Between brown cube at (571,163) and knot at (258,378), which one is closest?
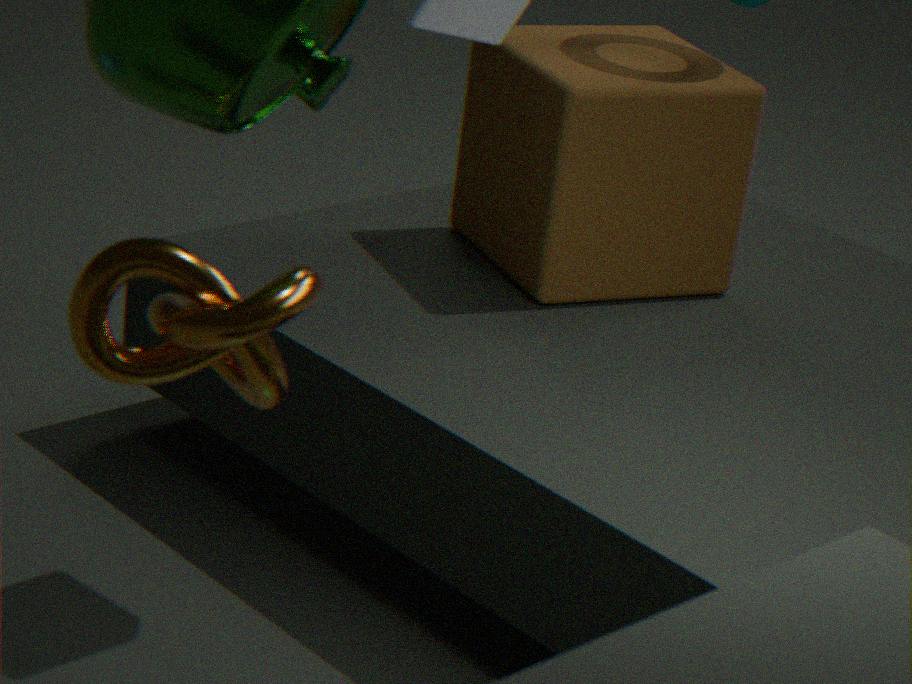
knot at (258,378)
